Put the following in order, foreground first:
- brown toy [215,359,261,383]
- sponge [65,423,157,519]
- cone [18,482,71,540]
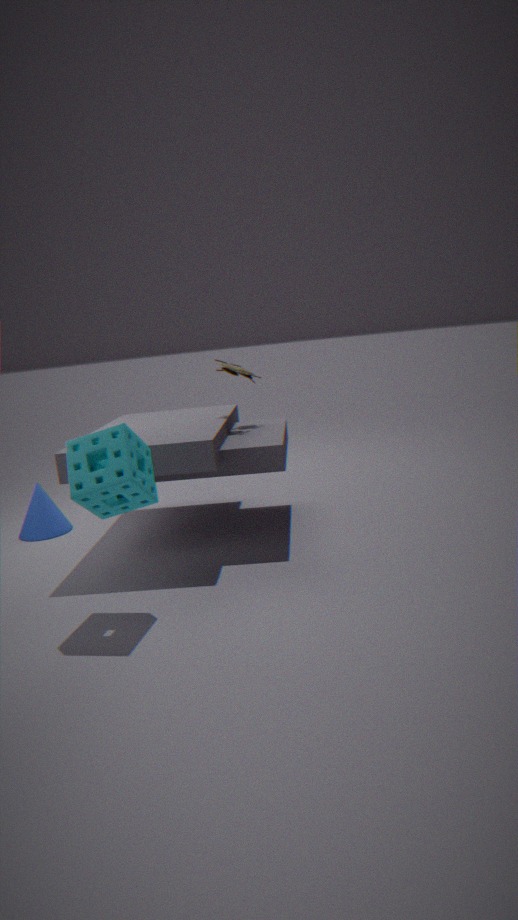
sponge [65,423,157,519]
brown toy [215,359,261,383]
cone [18,482,71,540]
